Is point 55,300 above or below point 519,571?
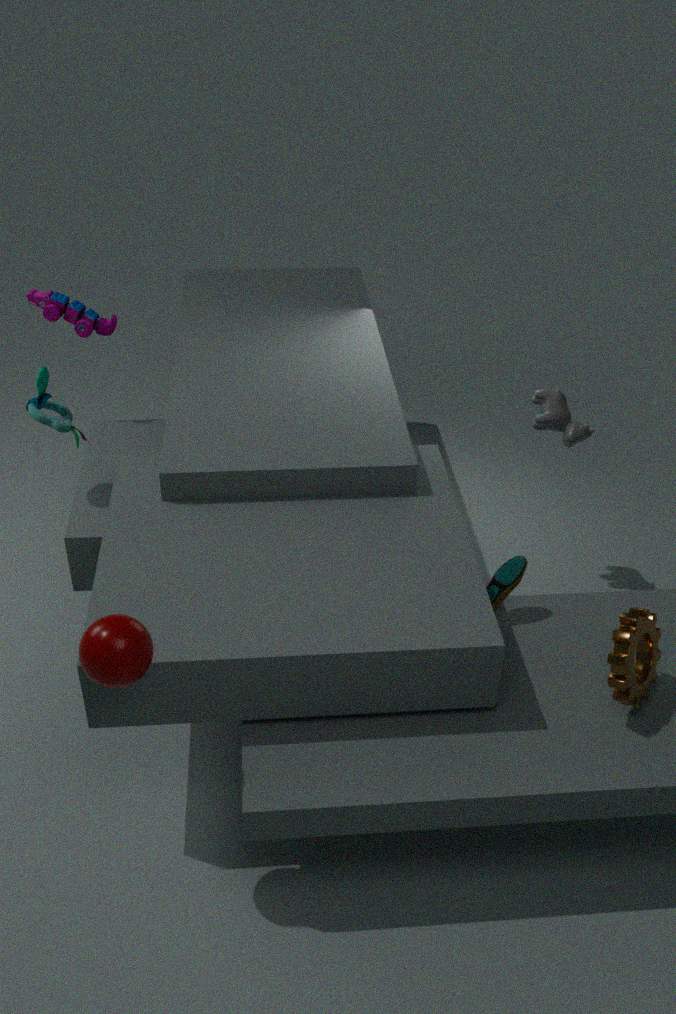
above
